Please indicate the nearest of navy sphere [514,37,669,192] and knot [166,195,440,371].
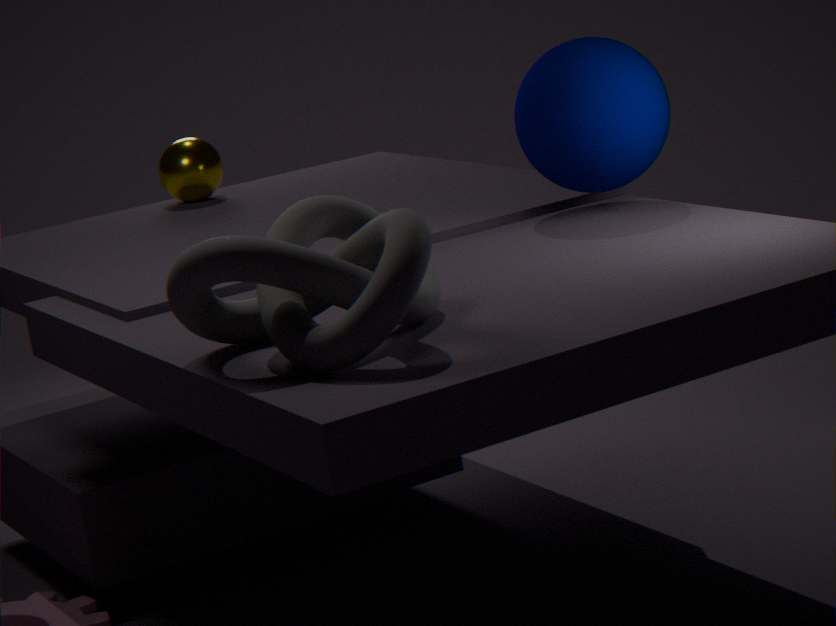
knot [166,195,440,371]
